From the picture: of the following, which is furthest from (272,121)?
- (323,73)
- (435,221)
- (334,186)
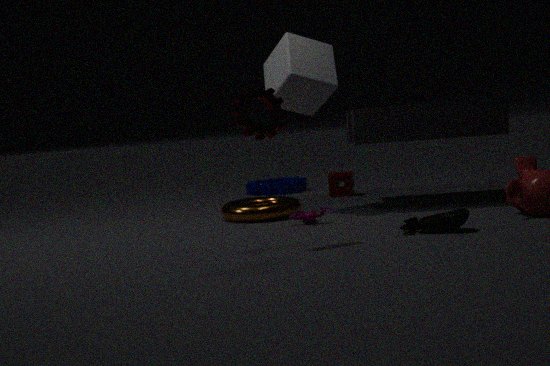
(334,186)
